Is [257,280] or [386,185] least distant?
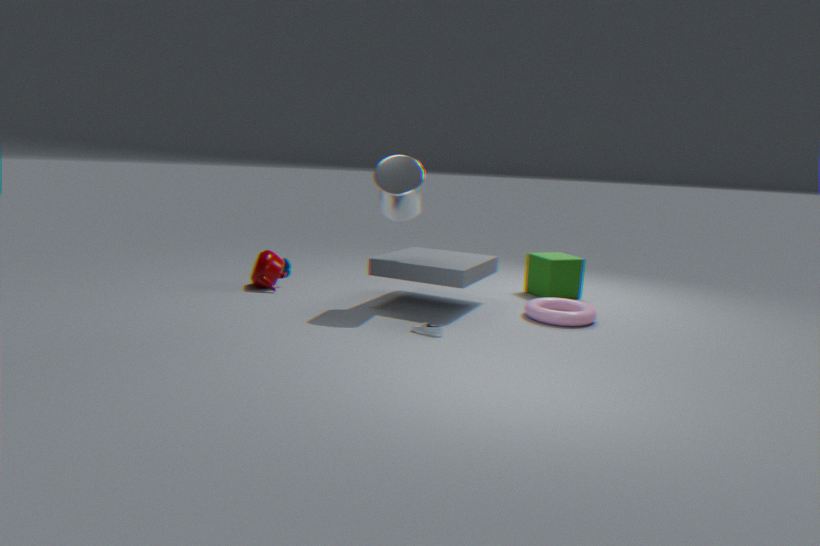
[386,185]
